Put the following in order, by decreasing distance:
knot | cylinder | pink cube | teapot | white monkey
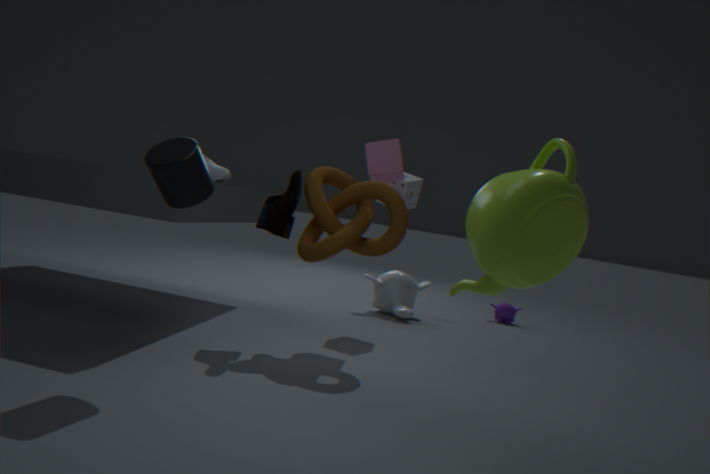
white monkey, pink cube, knot, cylinder, teapot
